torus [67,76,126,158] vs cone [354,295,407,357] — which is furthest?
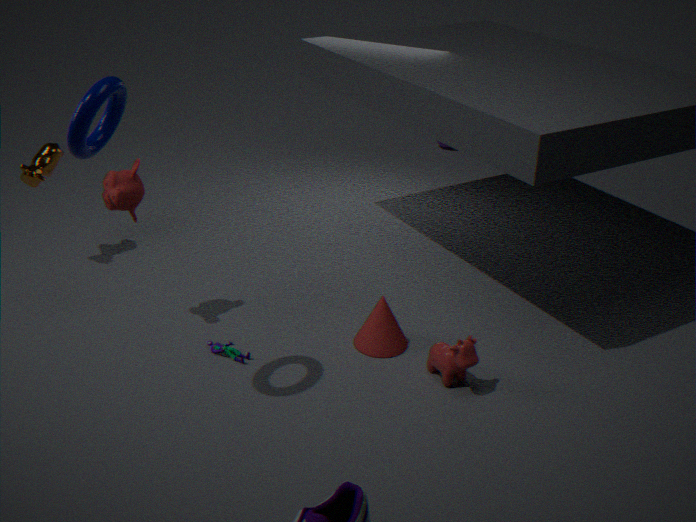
cone [354,295,407,357]
